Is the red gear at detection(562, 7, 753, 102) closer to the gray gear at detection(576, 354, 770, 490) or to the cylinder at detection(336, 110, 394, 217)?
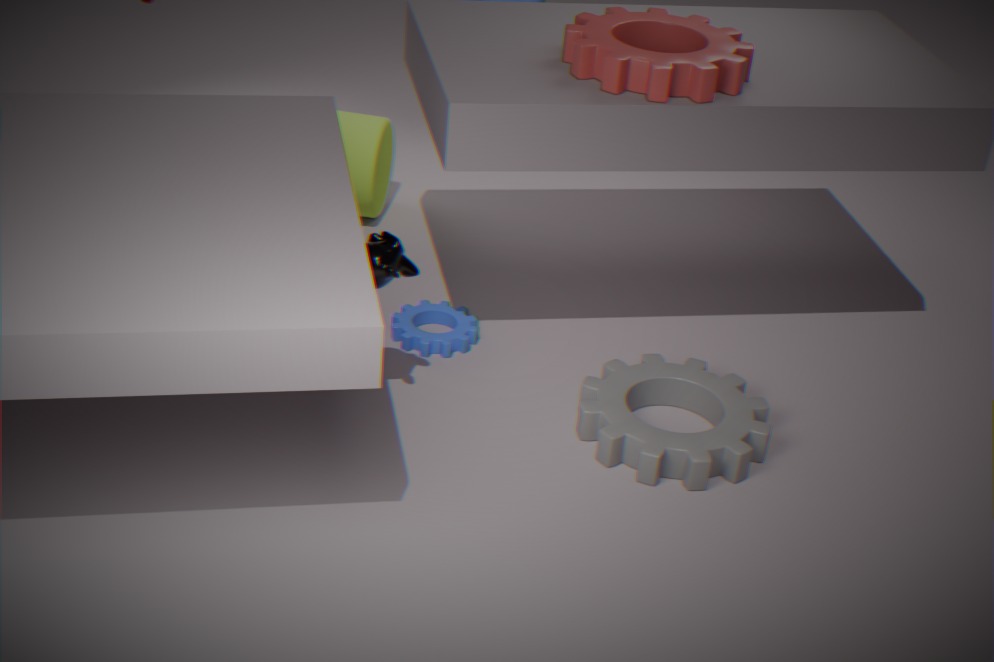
the gray gear at detection(576, 354, 770, 490)
